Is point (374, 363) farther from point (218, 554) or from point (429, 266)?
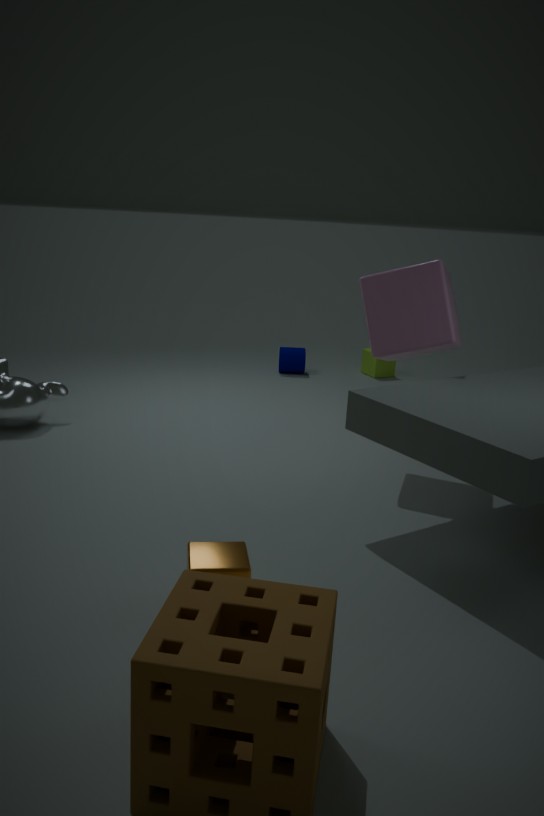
point (218, 554)
